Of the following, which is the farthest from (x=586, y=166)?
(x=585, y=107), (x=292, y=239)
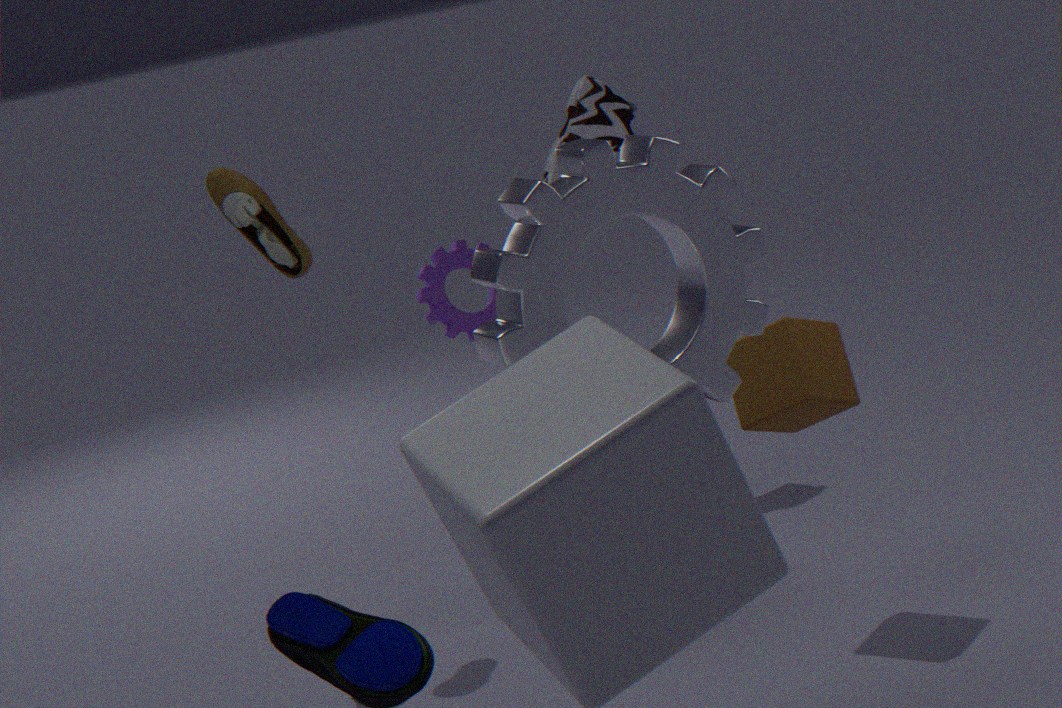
(x=585, y=107)
